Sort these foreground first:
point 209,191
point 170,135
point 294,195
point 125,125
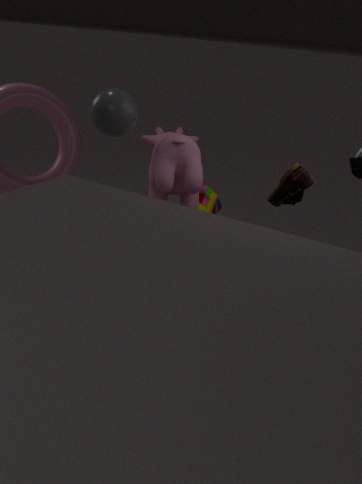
point 125,125, point 170,135, point 294,195, point 209,191
